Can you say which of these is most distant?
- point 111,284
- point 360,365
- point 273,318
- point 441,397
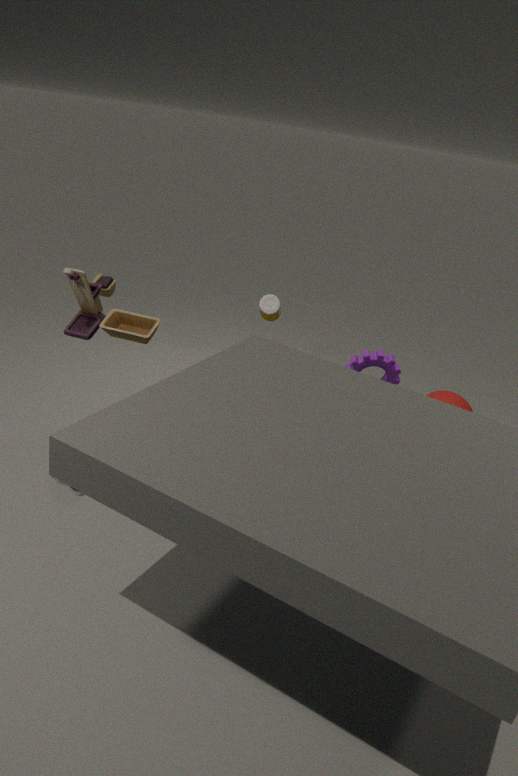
point 273,318
